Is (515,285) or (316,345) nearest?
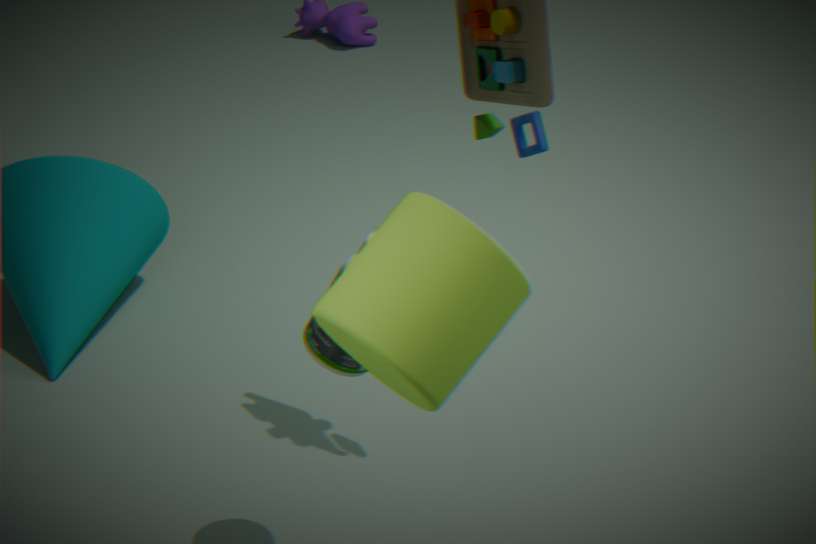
(515,285)
